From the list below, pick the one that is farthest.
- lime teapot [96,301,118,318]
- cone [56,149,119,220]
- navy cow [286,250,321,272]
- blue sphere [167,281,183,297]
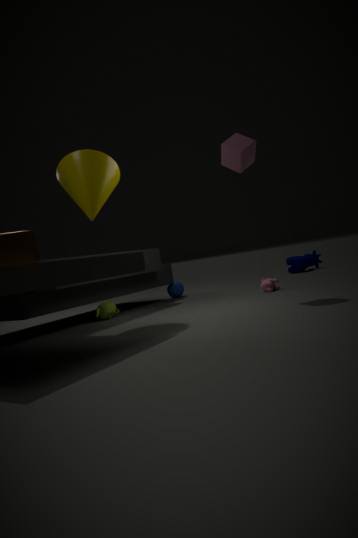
navy cow [286,250,321,272]
